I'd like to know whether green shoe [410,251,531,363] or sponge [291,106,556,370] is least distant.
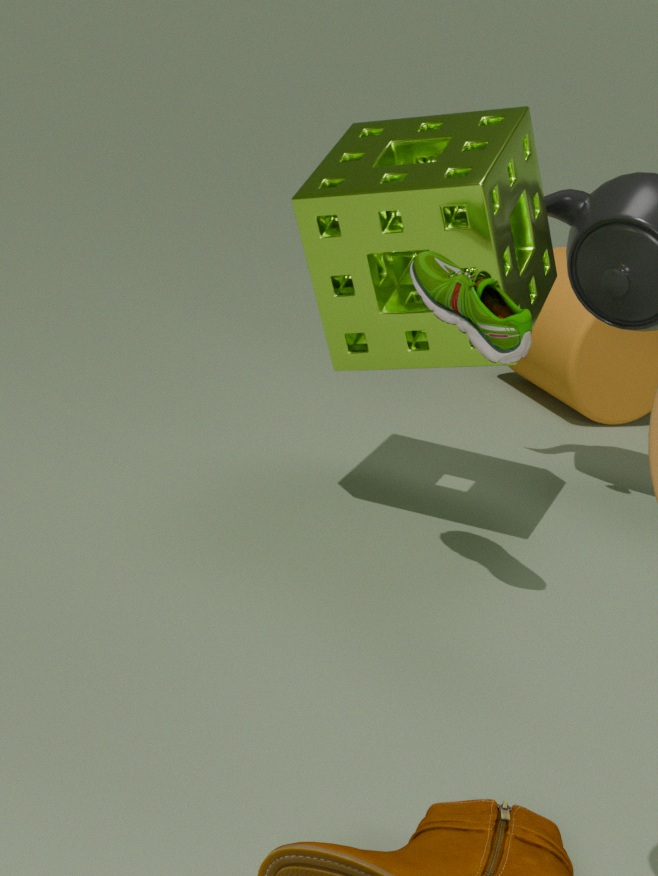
green shoe [410,251,531,363]
